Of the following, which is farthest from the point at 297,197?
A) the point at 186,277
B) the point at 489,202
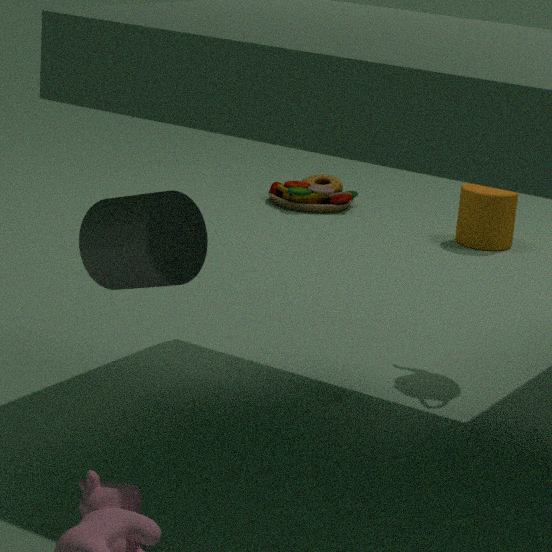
the point at 186,277
